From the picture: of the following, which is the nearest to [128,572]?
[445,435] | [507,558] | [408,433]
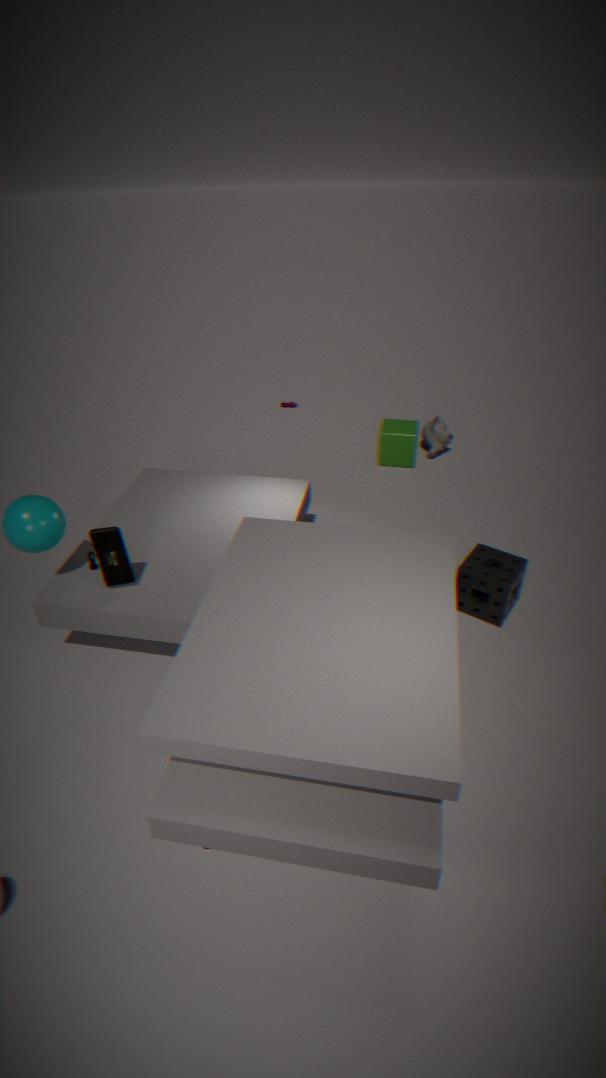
[507,558]
